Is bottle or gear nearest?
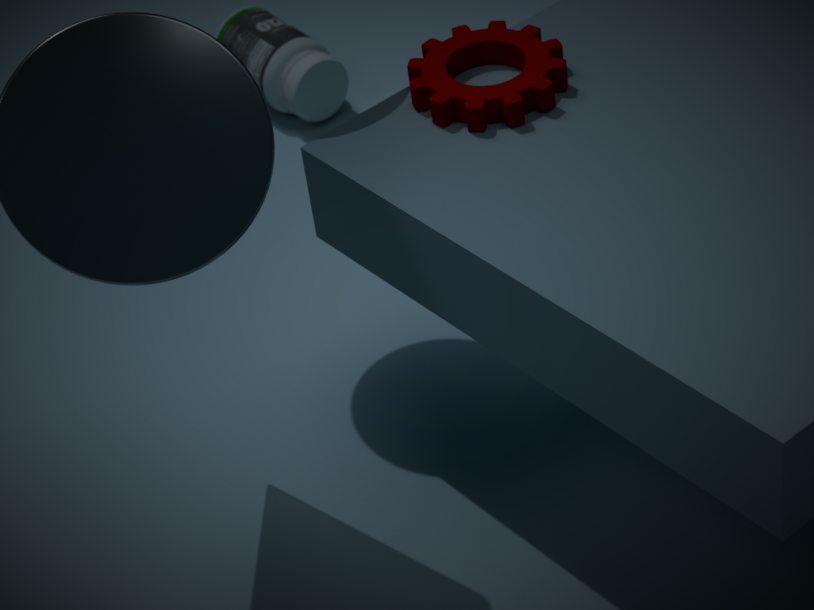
gear
